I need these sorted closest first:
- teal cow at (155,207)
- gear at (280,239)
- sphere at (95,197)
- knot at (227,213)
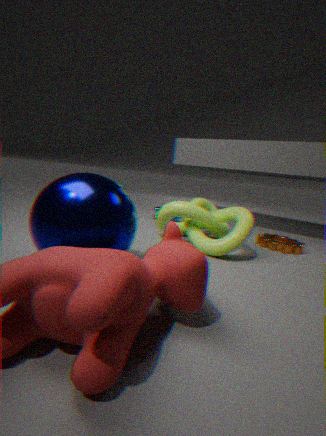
1. sphere at (95,197)
2. knot at (227,213)
3. gear at (280,239)
4. teal cow at (155,207)
